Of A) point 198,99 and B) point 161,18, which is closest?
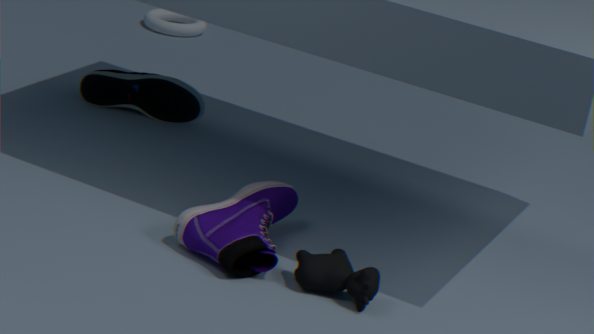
A. point 198,99
